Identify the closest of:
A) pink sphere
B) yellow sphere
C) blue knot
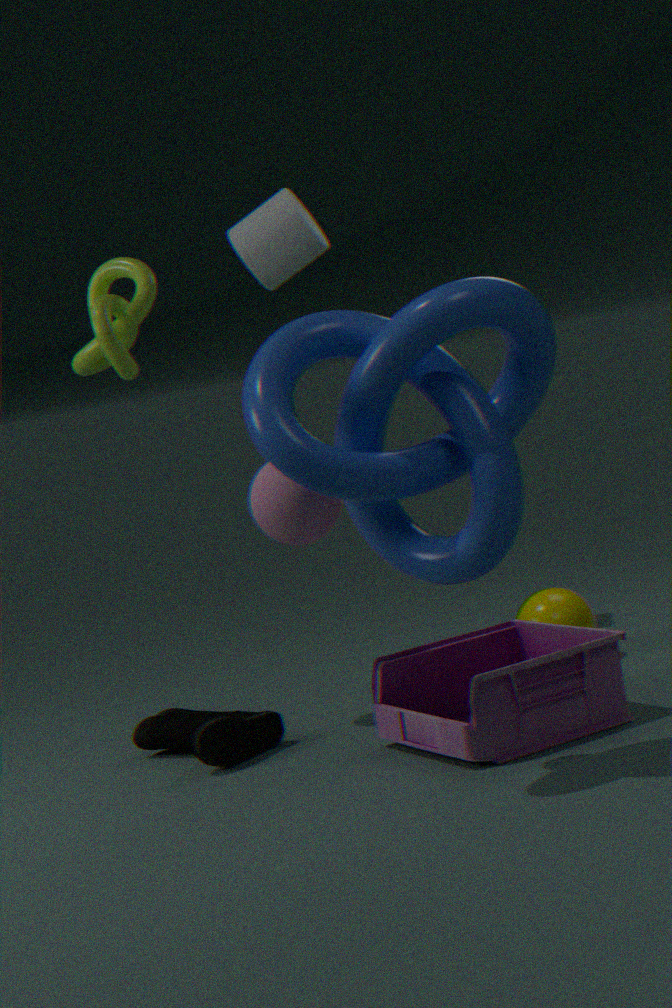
blue knot
